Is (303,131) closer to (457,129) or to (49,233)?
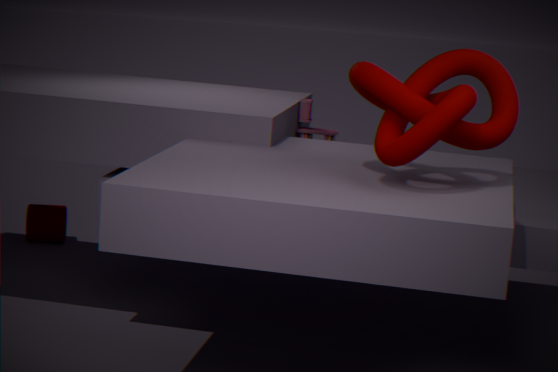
(457,129)
